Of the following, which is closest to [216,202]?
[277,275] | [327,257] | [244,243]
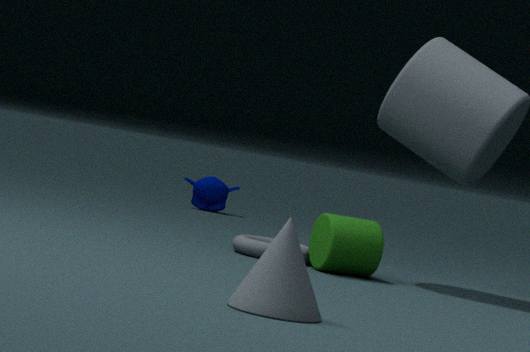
[244,243]
